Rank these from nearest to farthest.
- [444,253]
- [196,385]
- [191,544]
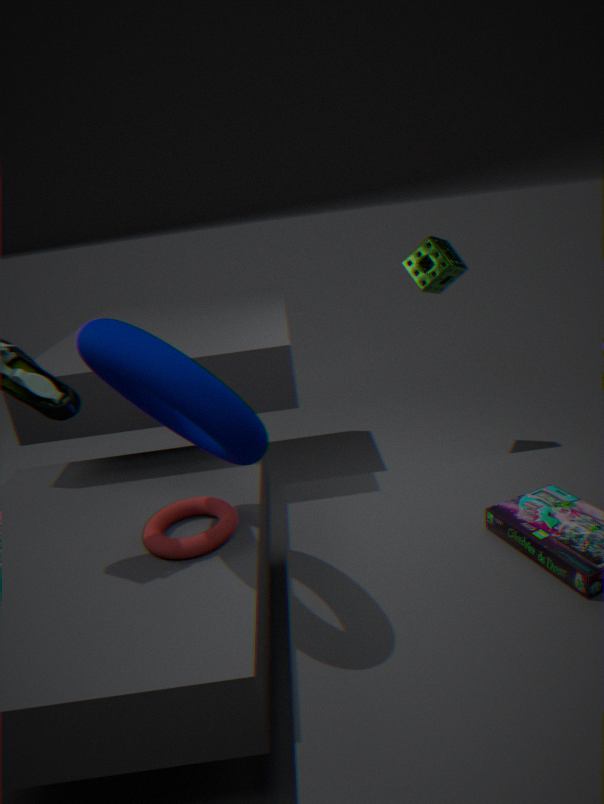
[196,385] → [191,544] → [444,253]
